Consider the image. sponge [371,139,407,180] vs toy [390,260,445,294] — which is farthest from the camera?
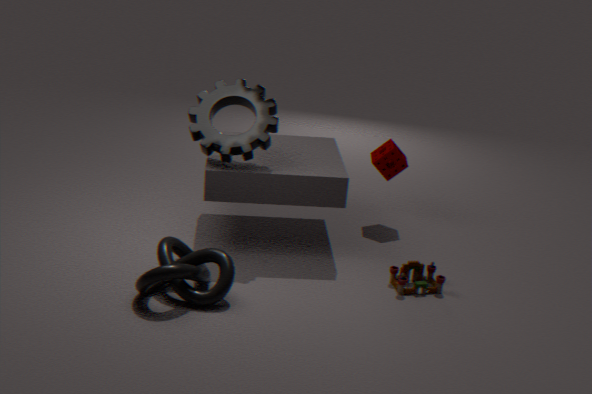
sponge [371,139,407,180]
